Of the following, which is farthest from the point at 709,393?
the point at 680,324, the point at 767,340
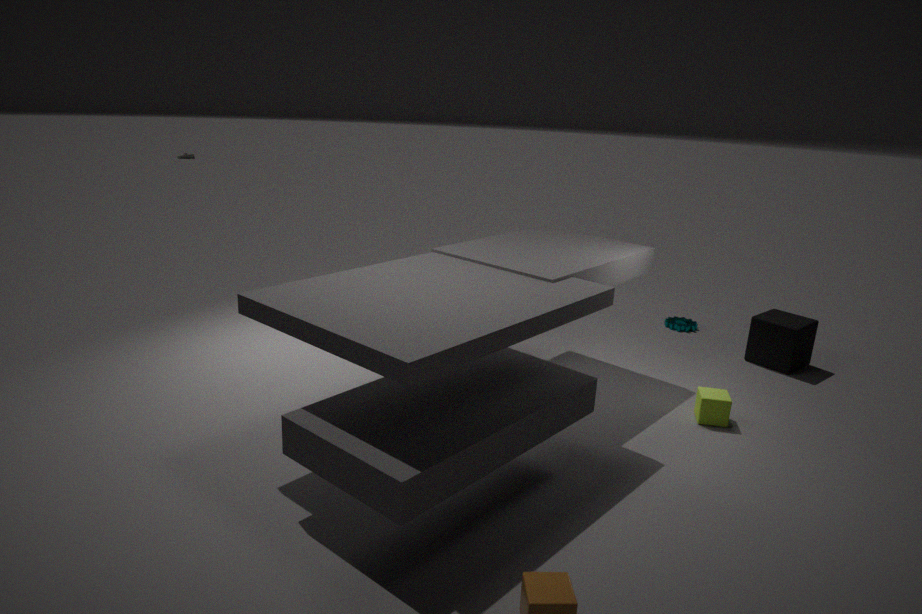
the point at 680,324
